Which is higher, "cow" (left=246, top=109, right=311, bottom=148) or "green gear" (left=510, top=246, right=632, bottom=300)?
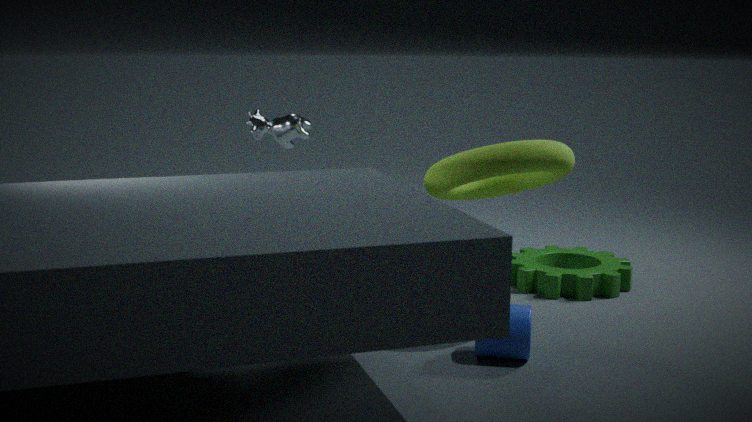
"cow" (left=246, top=109, right=311, bottom=148)
